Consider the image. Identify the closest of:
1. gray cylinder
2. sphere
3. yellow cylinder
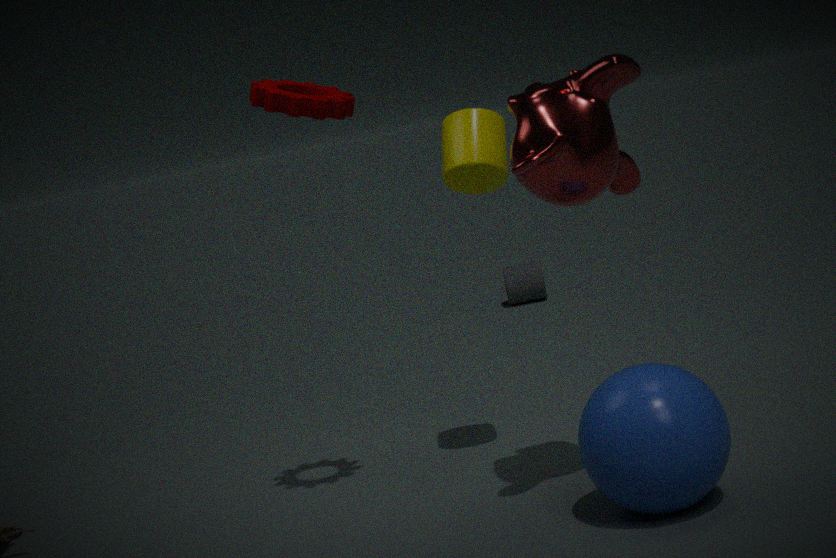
sphere
